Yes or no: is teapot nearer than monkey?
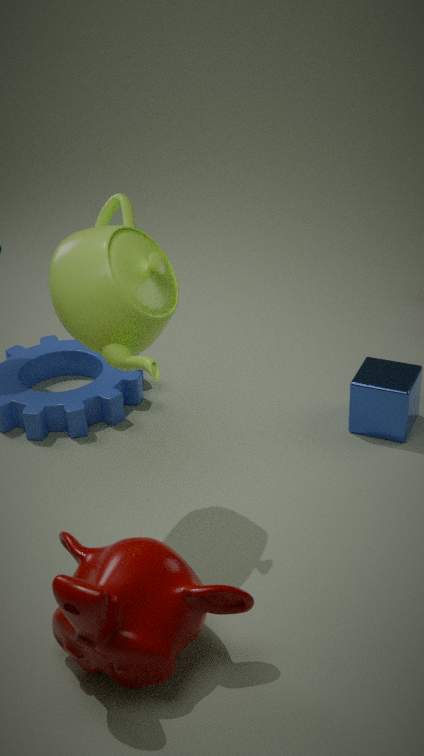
No
